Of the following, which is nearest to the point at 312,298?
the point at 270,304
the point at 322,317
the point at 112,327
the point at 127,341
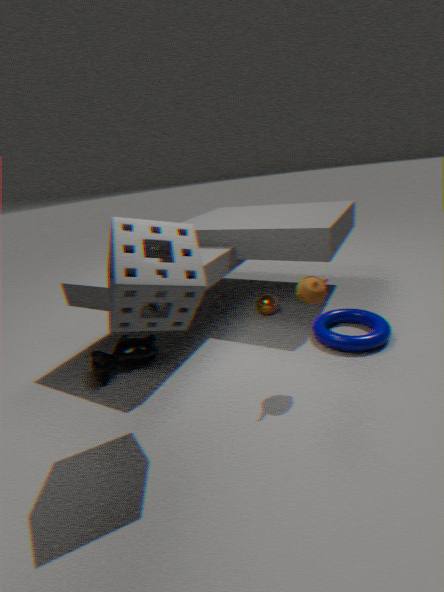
the point at 322,317
